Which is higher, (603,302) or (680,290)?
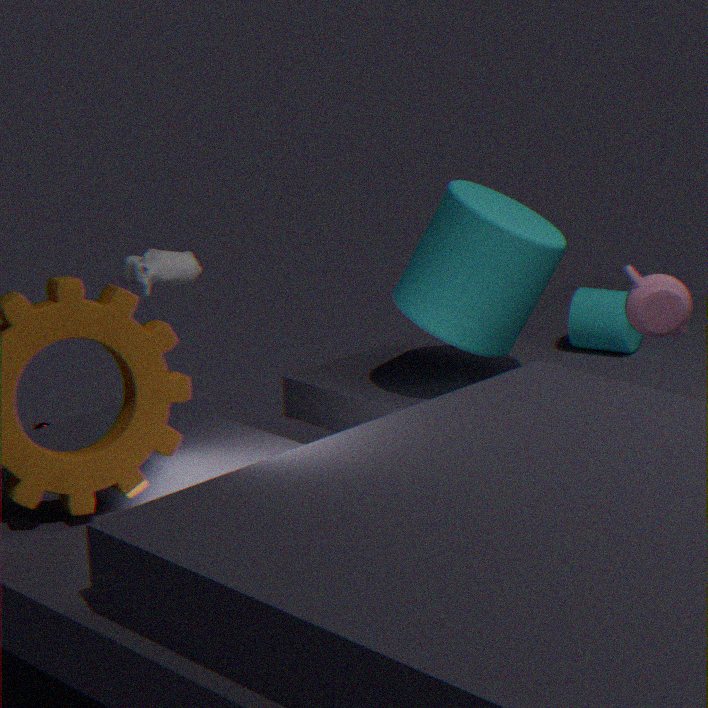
(680,290)
